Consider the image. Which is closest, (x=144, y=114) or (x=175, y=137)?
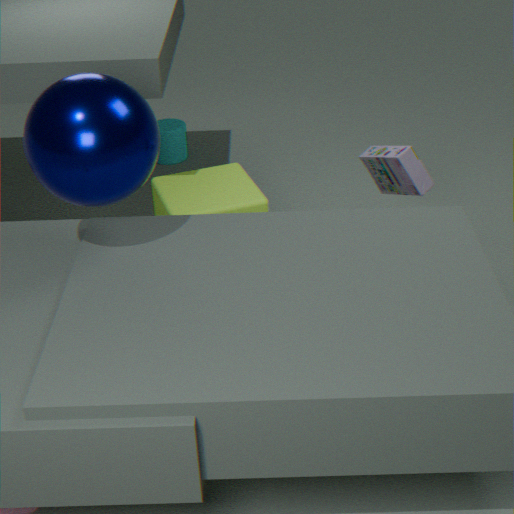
(x=144, y=114)
